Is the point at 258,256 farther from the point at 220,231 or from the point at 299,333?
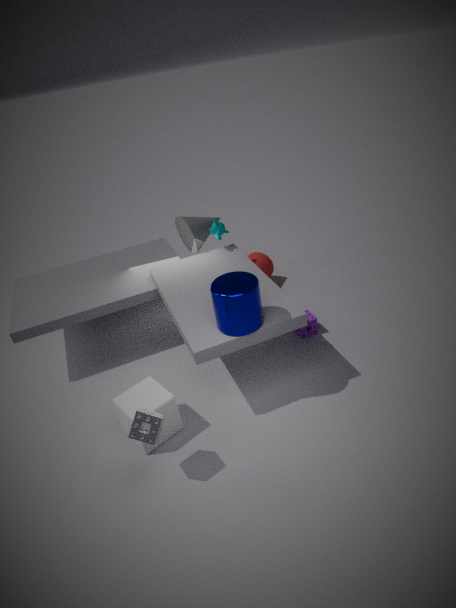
the point at 299,333
